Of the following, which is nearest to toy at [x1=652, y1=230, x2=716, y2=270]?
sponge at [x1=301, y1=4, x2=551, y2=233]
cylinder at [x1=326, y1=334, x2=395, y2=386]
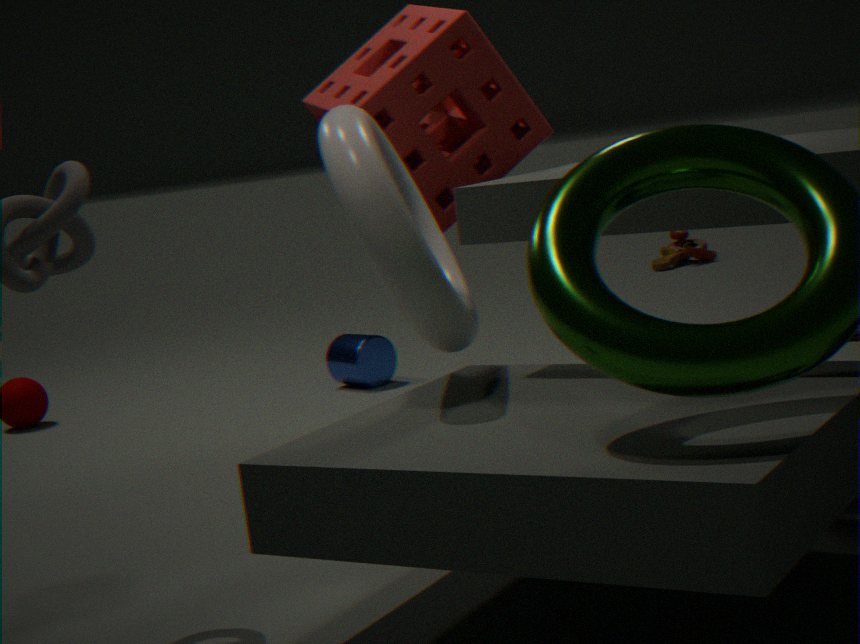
cylinder at [x1=326, y1=334, x2=395, y2=386]
